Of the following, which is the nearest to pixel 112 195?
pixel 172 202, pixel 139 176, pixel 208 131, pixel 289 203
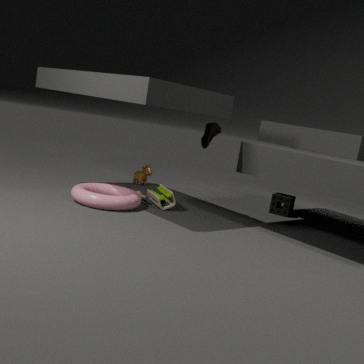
pixel 172 202
